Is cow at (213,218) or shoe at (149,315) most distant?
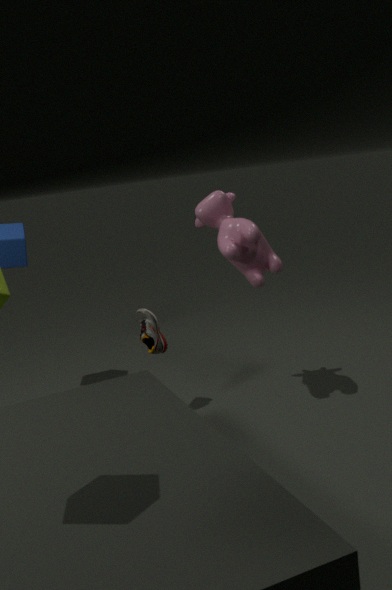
shoe at (149,315)
